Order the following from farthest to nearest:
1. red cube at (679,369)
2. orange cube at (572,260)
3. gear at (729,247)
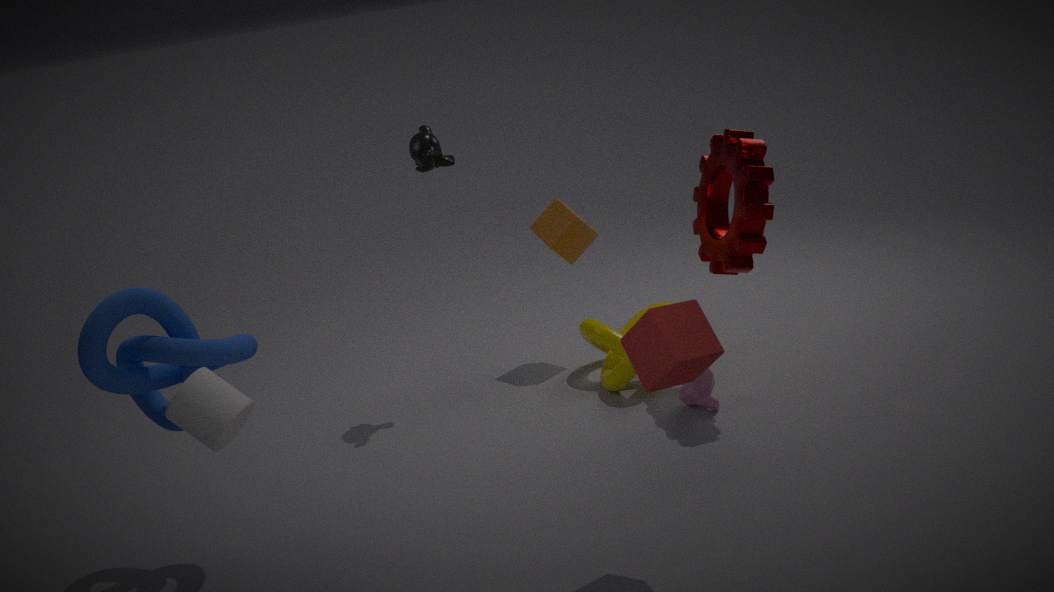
orange cube at (572,260) → gear at (729,247) → red cube at (679,369)
